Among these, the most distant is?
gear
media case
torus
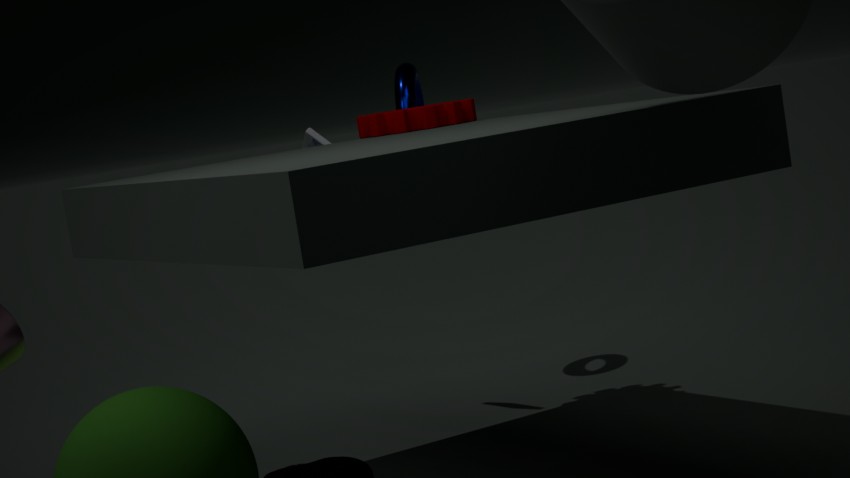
torus
